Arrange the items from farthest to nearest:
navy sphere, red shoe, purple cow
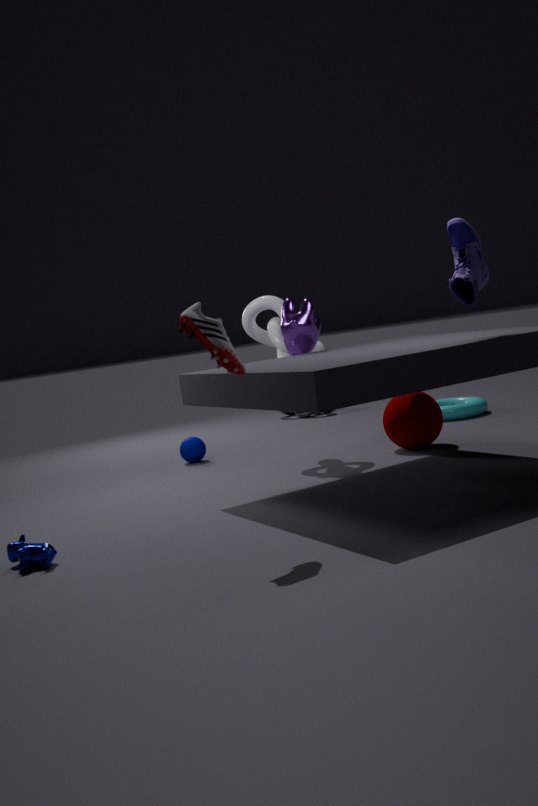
navy sphere → purple cow → red shoe
